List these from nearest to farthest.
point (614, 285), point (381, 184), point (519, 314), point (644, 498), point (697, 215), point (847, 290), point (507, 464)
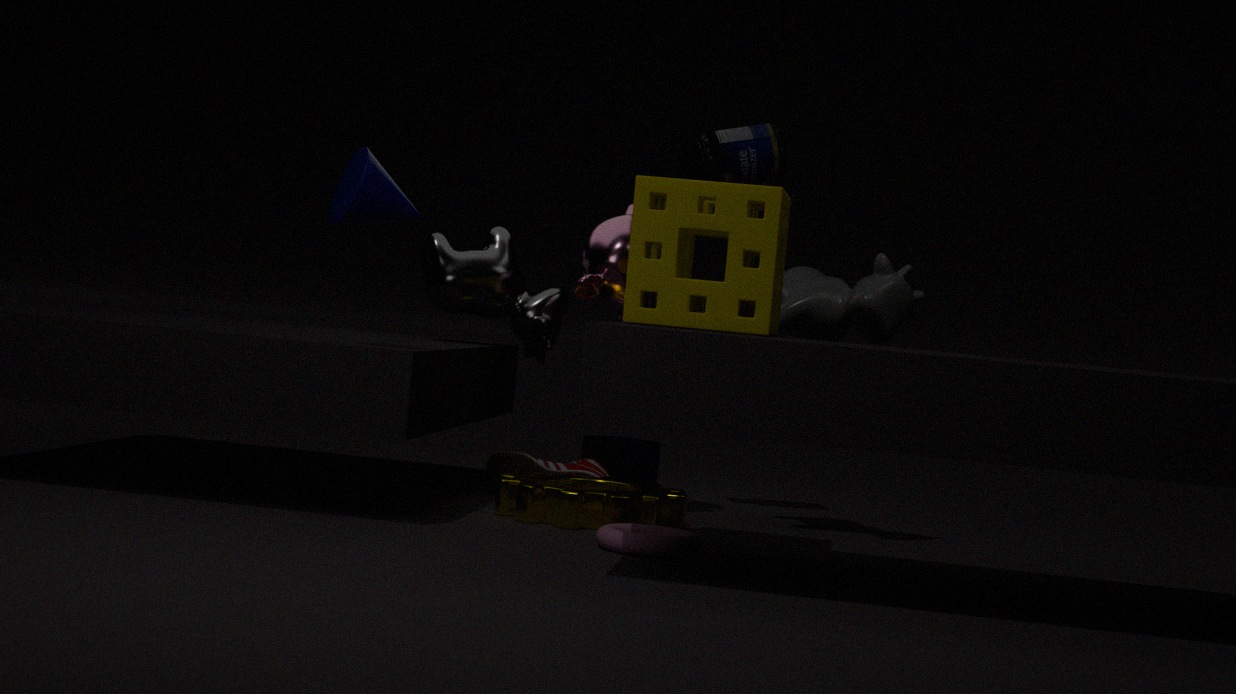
point (697, 215) < point (381, 184) < point (644, 498) < point (847, 290) < point (614, 285) < point (507, 464) < point (519, 314)
